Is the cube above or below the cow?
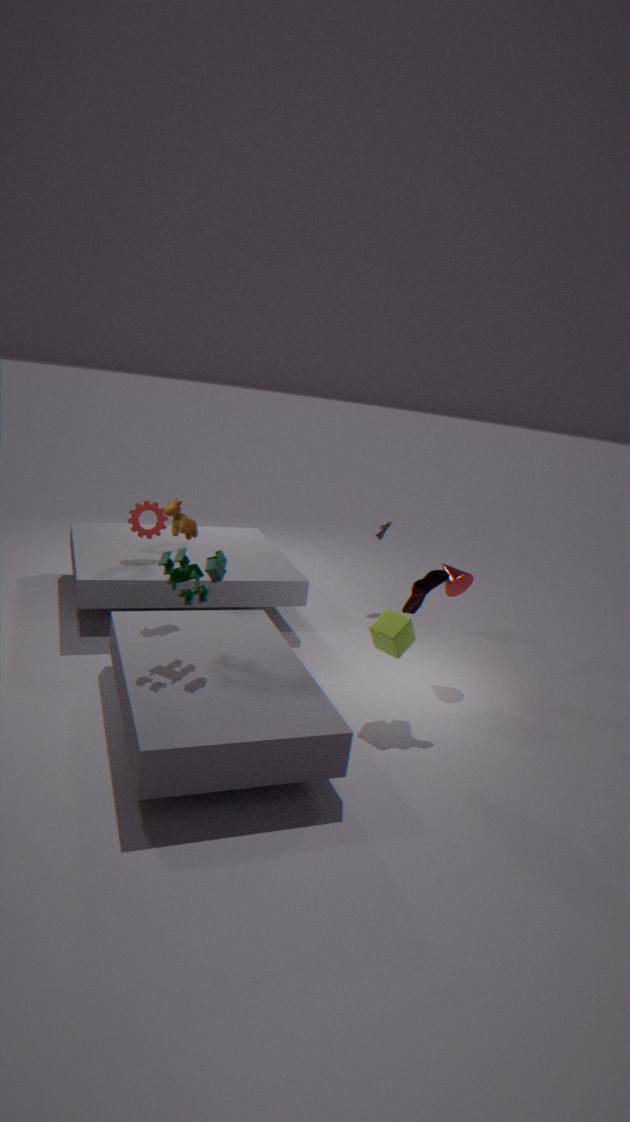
below
